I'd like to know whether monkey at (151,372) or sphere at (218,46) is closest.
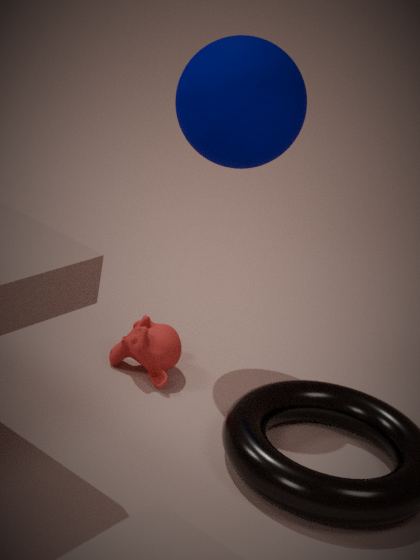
sphere at (218,46)
